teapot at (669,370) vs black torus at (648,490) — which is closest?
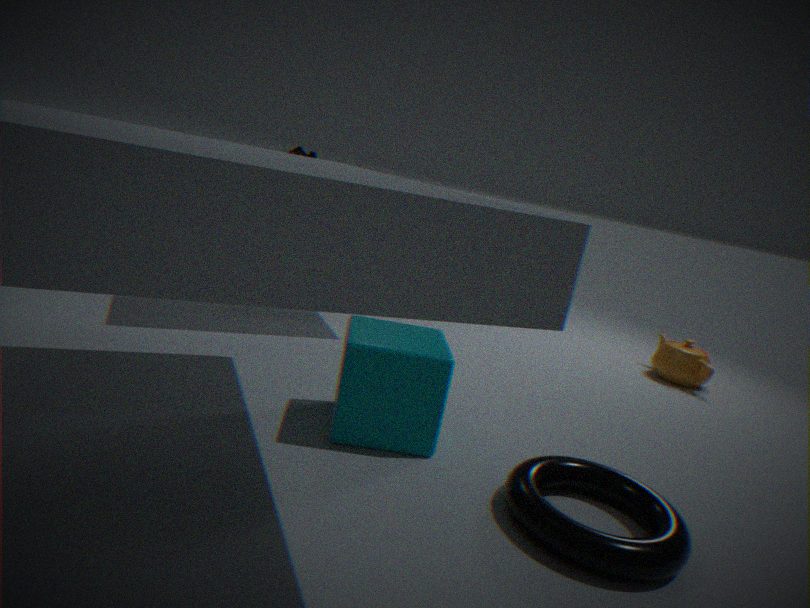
black torus at (648,490)
